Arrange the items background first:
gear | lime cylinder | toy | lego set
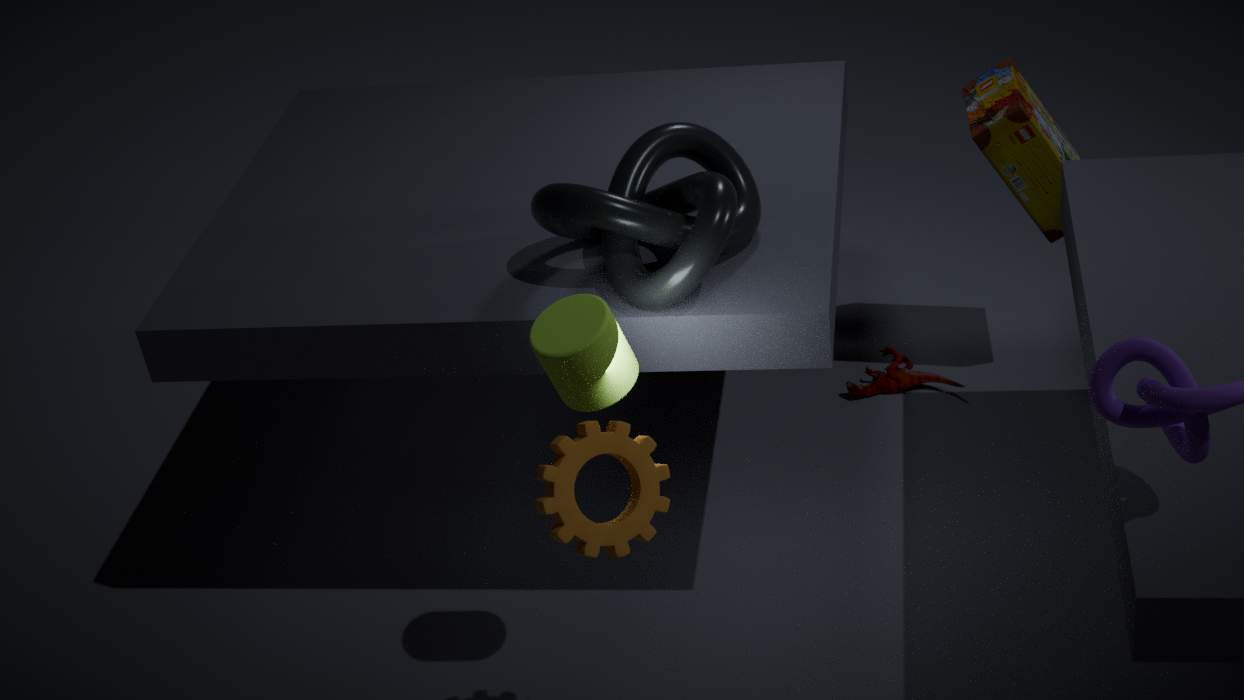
toy, lego set, lime cylinder, gear
